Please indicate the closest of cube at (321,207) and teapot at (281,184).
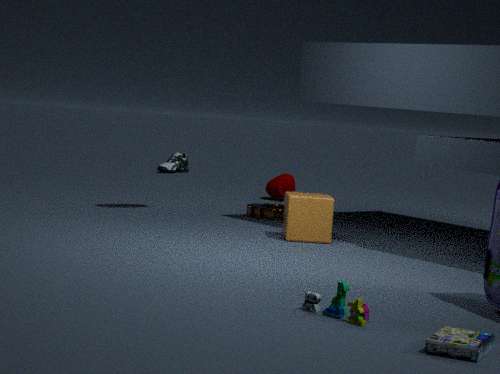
cube at (321,207)
